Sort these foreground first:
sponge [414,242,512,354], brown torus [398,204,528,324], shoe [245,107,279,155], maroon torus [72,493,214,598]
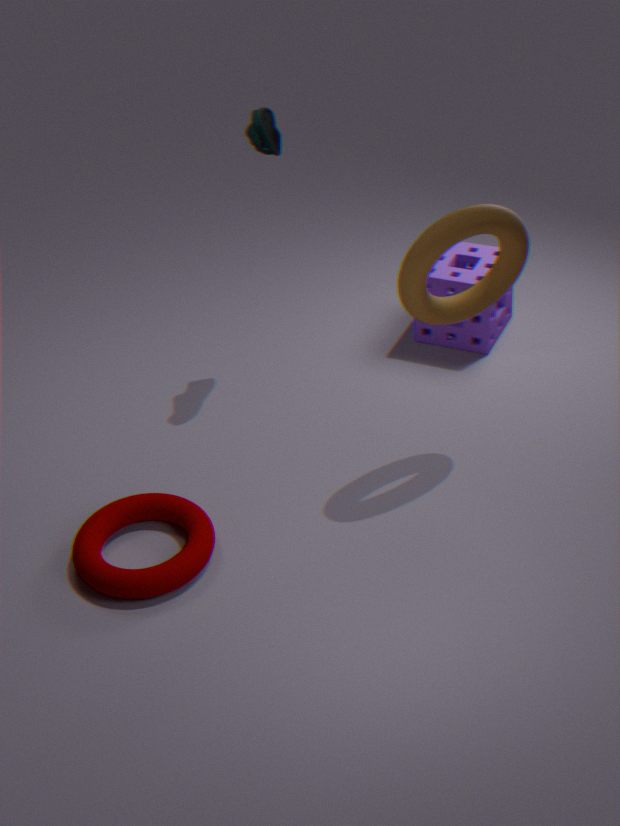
1. brown torus [398,204,528,324]
2. maroon torus [72,493,214,598]
3. shoe [245,107,279,155]
4. sponge [414,242,512,354]
